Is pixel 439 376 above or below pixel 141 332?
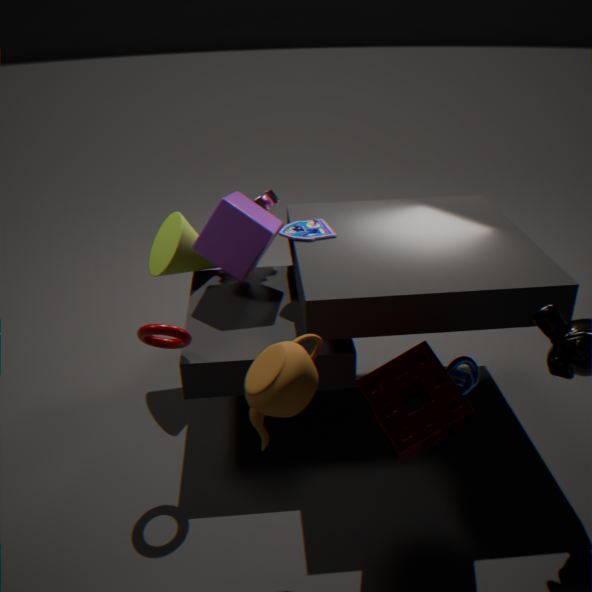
below
